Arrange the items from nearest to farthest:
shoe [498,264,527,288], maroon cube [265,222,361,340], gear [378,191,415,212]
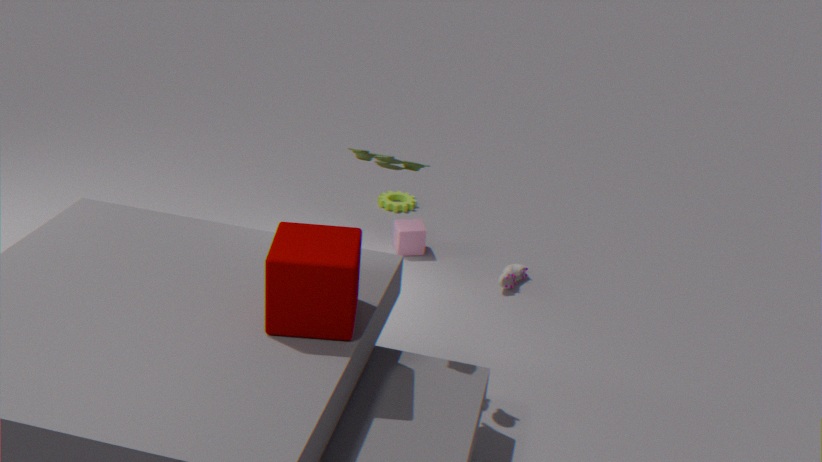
maroon cube [265,222,361,340] → shoe [498,264,527,288] → gear [378,191,415,212]
